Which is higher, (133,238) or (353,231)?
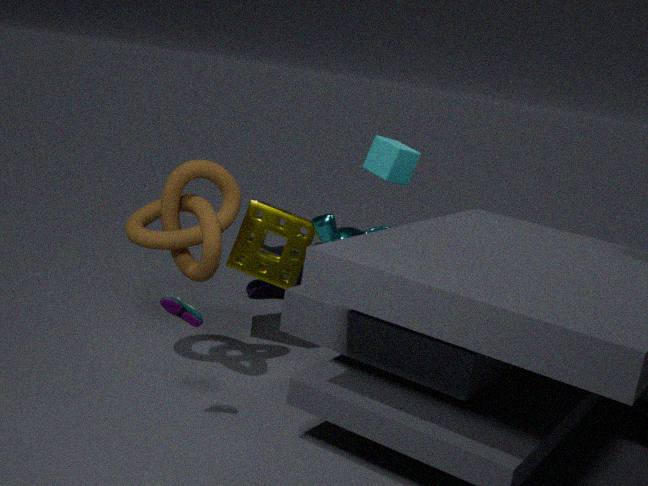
(133,238)
